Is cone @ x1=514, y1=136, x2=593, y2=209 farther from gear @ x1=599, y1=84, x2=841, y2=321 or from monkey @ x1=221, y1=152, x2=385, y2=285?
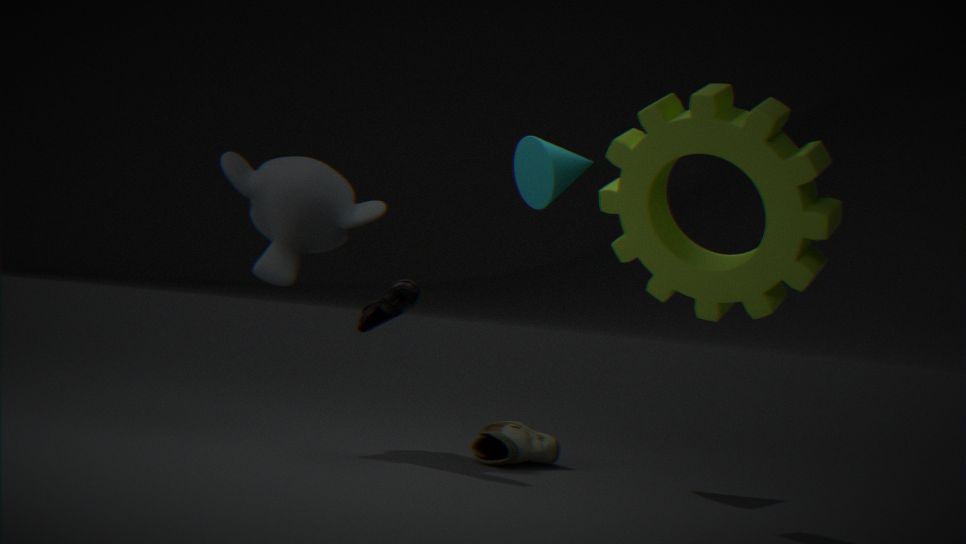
monkey @ x1=221, y1=152, x2=385, y2=285
